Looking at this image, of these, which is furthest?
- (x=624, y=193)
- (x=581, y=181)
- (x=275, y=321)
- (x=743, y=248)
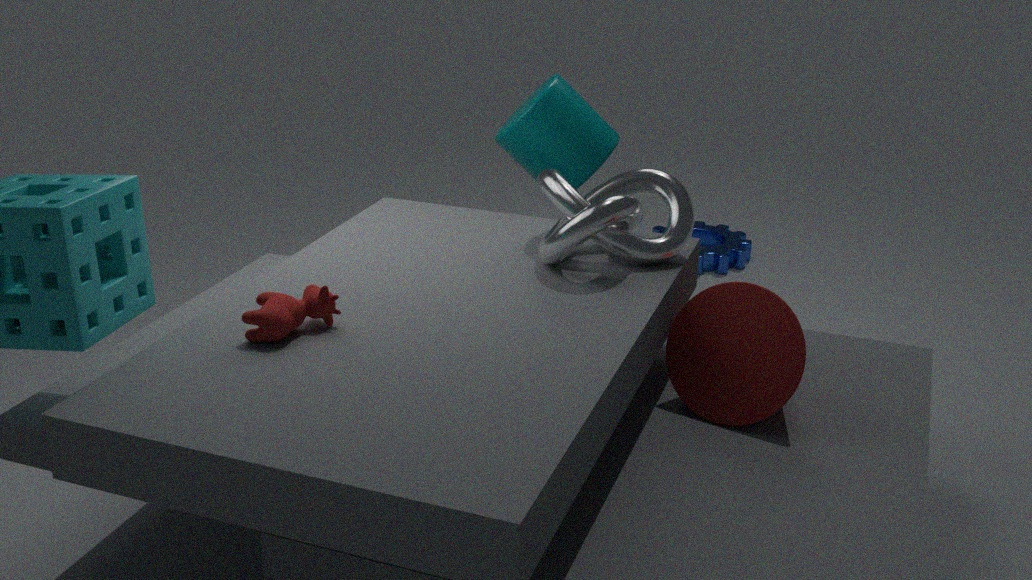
(x=743, y=248)
